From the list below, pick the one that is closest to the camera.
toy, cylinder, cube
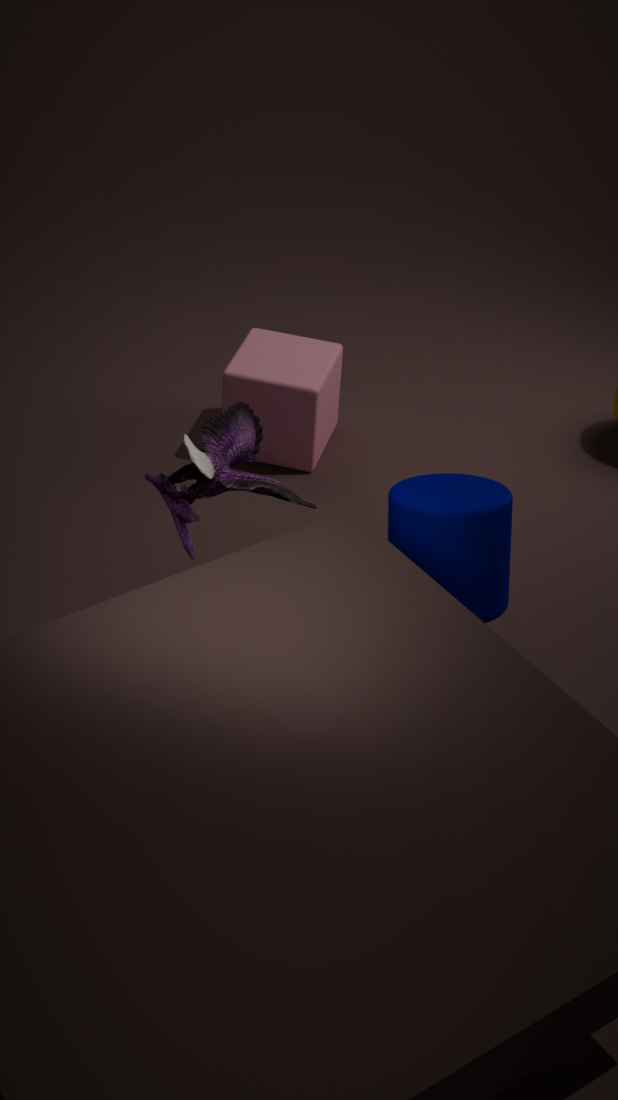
toy
